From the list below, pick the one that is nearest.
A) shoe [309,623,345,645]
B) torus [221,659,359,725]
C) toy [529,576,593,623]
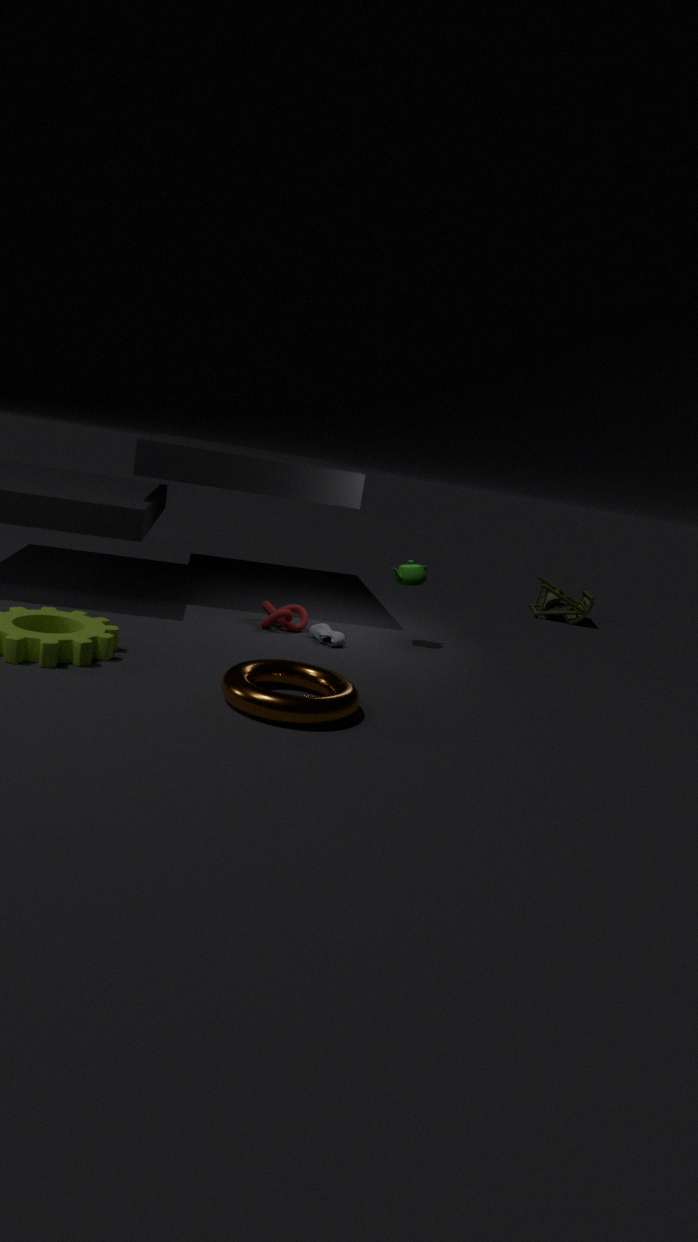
torus [221,659,359,725]
